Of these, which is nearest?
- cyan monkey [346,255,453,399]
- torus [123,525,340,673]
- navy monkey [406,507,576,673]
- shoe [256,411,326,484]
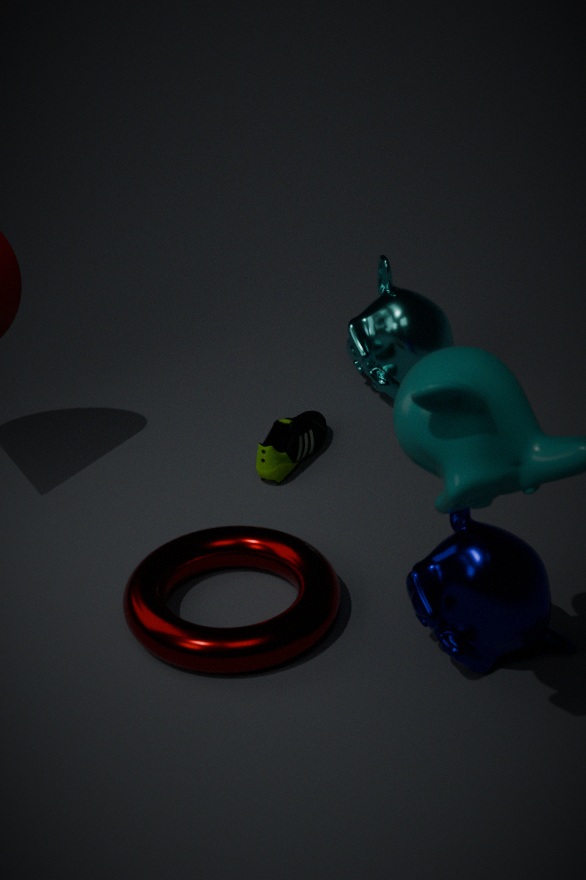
navy monkey [406,507,576,673]
